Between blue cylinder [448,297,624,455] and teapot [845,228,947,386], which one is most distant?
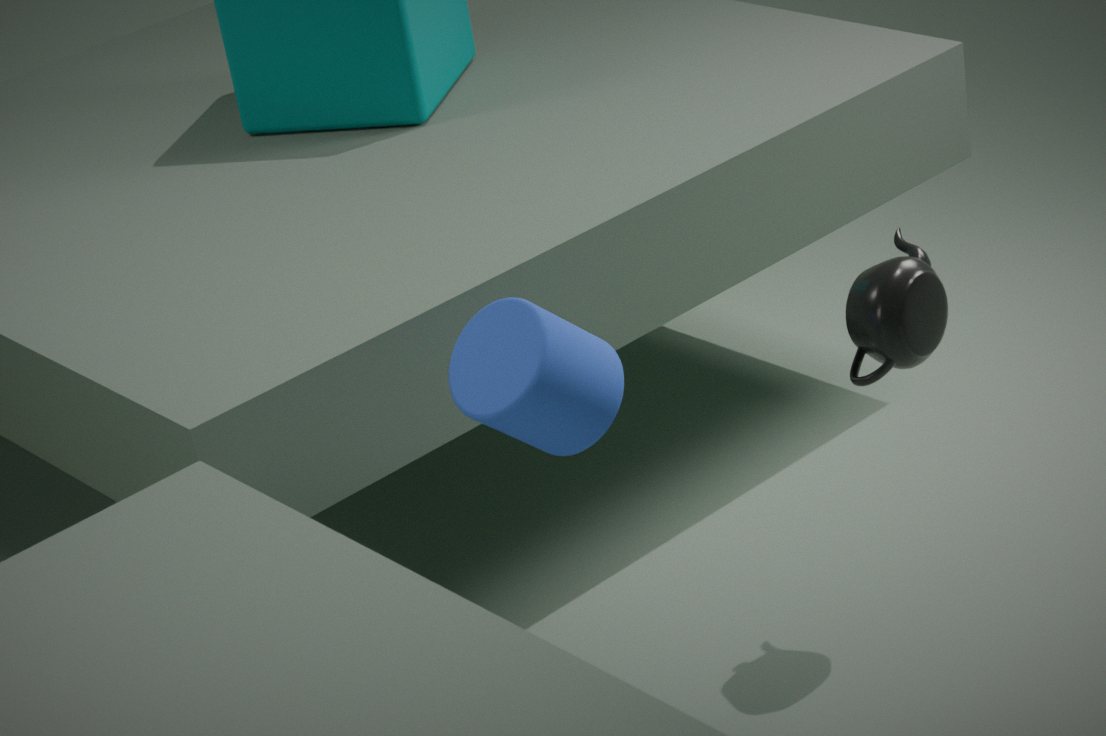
teapot [845,228,947,386]
